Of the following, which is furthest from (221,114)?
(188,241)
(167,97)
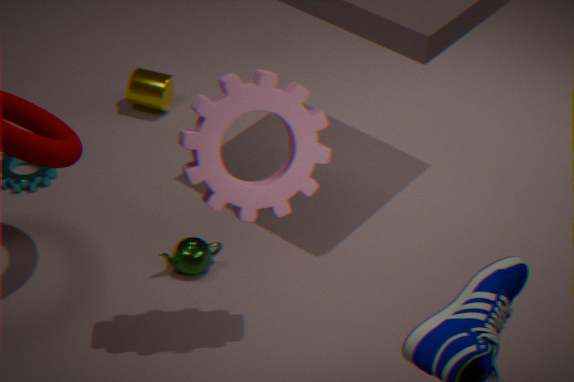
(167,97)
